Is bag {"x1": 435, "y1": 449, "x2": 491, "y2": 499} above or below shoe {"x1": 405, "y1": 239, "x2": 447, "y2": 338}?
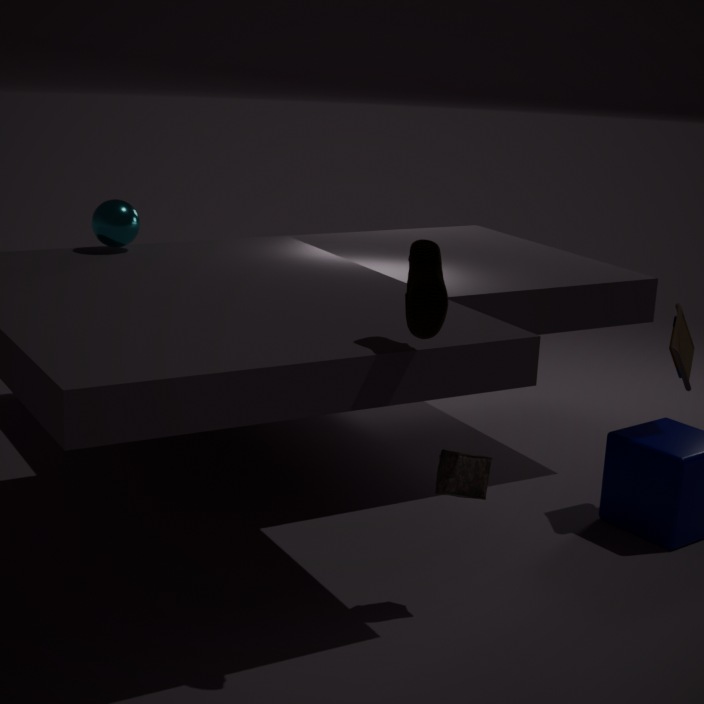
below
